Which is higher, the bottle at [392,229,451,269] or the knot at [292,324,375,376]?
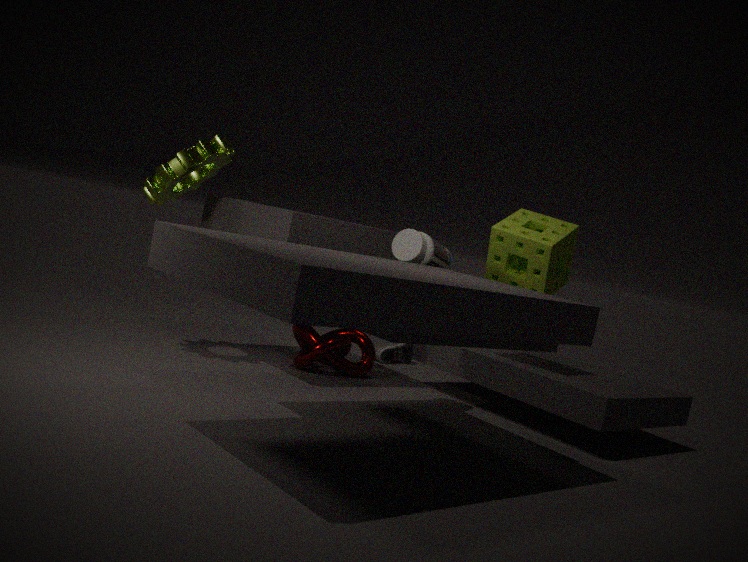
the bottle at [392,229,451,269]
